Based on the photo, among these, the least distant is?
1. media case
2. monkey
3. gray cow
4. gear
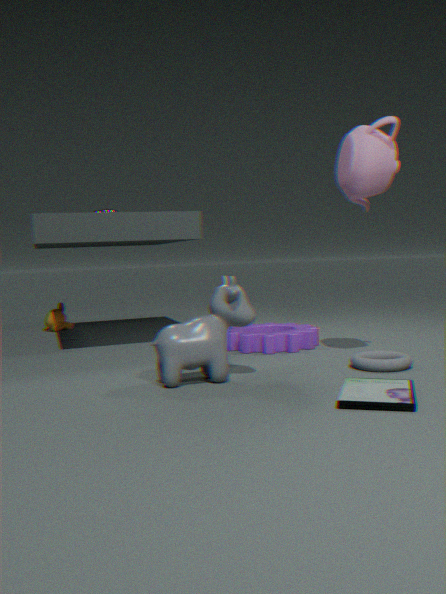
media case
